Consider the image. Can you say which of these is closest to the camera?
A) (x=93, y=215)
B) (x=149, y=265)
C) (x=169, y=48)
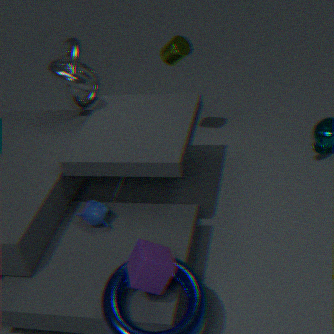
(x=149, y=265)
